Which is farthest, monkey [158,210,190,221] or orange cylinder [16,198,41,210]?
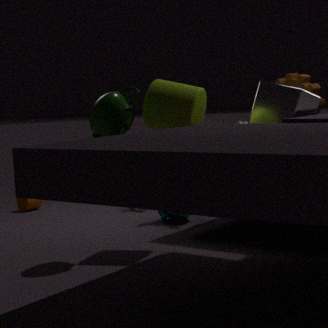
orange cylinder [16,198,41,210]
